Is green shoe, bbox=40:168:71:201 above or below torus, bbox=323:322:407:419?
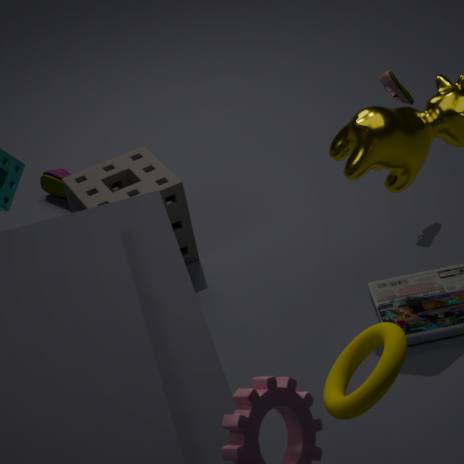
below
